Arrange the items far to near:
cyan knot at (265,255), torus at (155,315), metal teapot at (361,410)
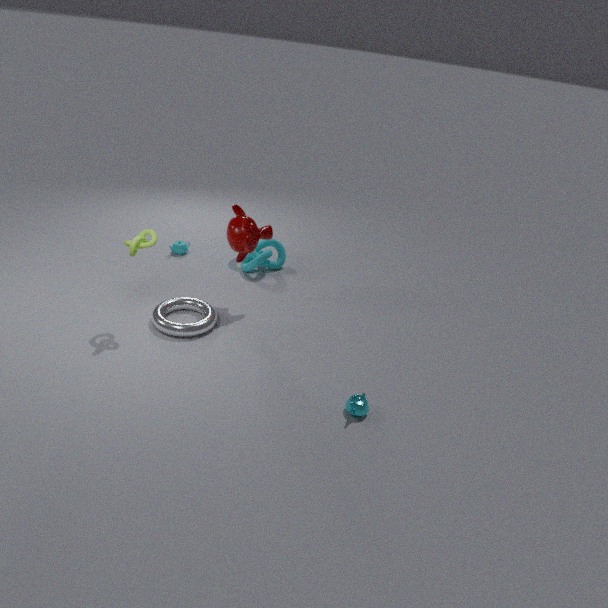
1. cyan knot at (265,255)
2. torus at (155,315)
3. metal teapot at (361,410)
